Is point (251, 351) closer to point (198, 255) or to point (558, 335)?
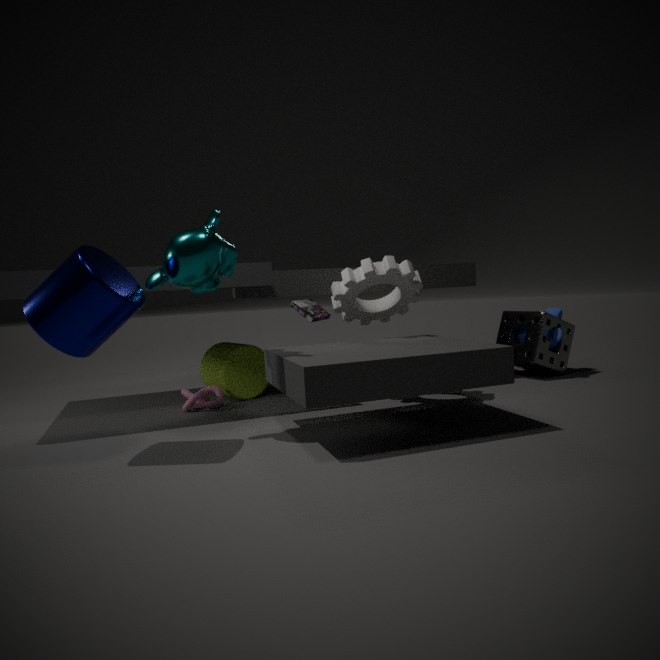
point (198, 255)
